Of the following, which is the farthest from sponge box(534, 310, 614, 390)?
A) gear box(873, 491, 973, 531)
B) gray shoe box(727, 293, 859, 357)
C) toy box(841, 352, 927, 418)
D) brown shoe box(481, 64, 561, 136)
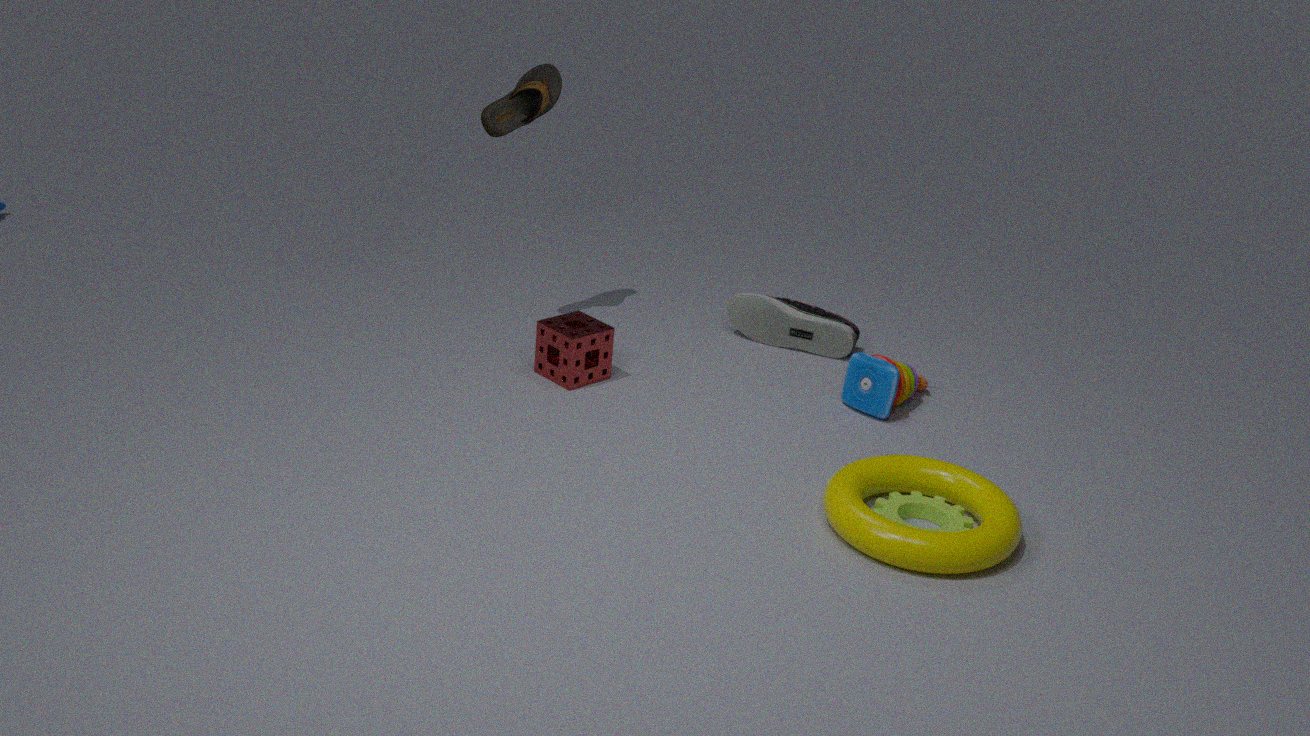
gear box(873, 491, 973, 531)
